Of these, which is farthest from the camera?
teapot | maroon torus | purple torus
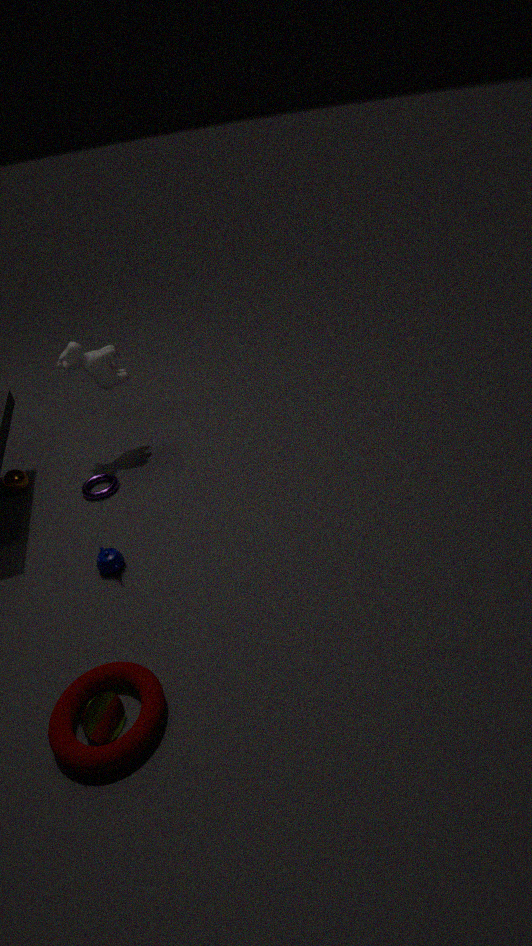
purple torus
